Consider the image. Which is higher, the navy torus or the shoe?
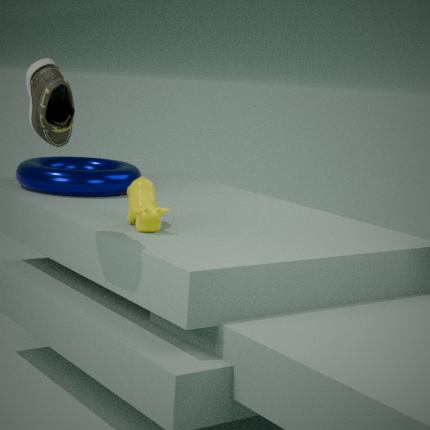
the shoe
